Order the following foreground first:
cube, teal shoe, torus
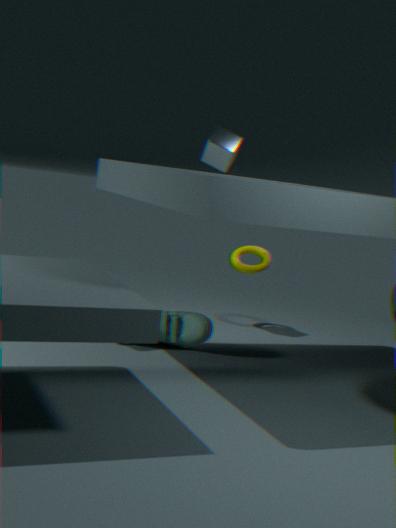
1. teal shoe
2. cube
3. torus
